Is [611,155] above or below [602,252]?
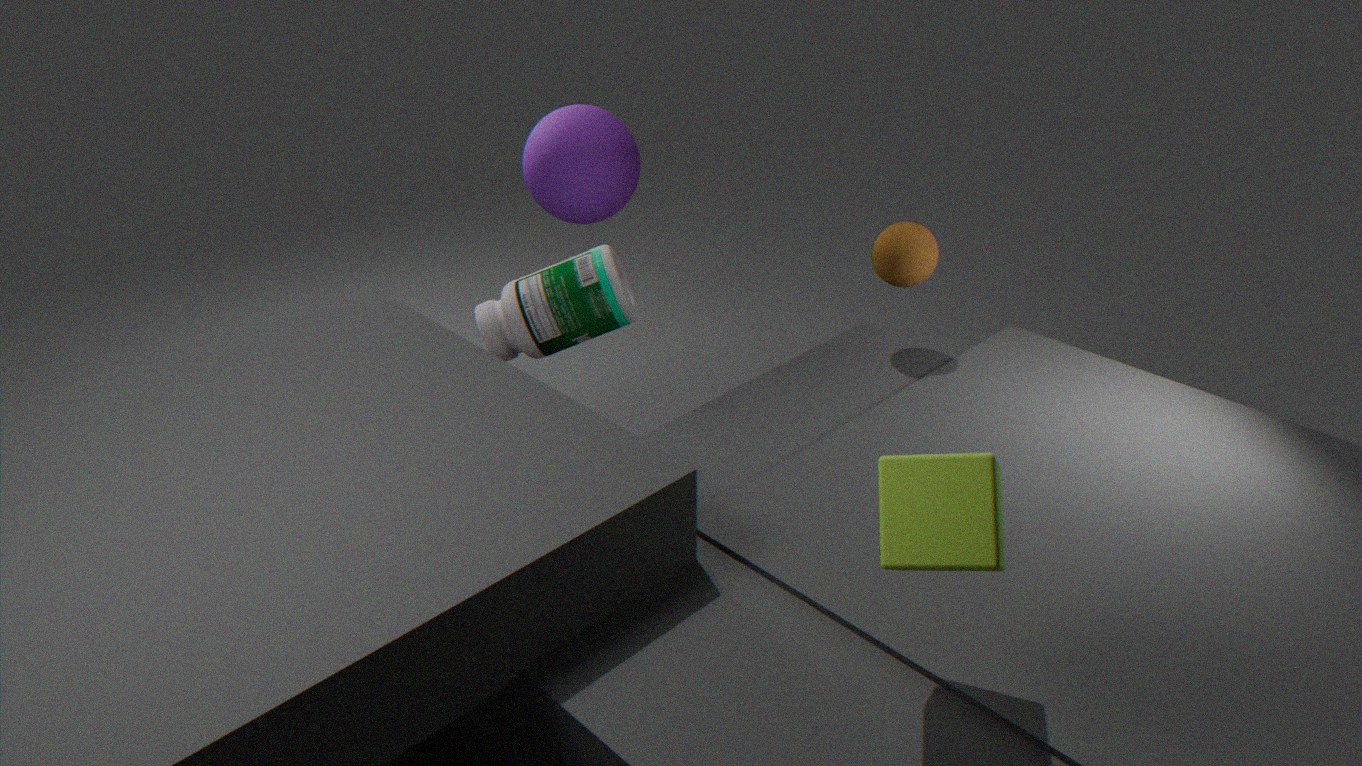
above
